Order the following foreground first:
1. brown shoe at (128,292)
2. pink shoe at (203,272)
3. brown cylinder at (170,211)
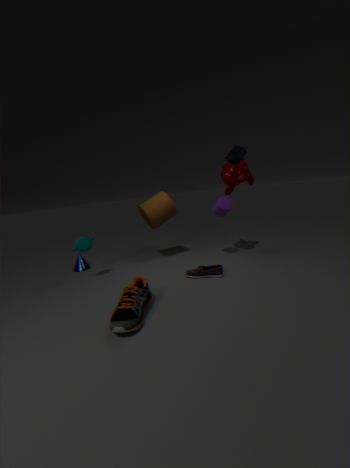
brown shoe at (128,292) < pink shoe at (203,272) < brown cylinder at (170,211)
